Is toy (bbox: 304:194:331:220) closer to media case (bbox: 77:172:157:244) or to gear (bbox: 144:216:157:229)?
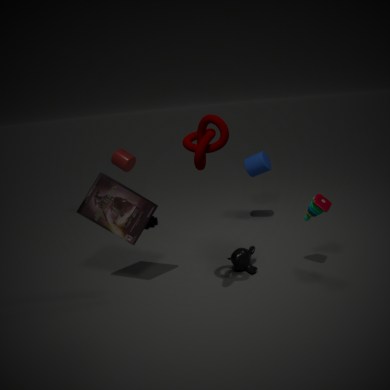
media case (bbox: 77:172:157:244)
